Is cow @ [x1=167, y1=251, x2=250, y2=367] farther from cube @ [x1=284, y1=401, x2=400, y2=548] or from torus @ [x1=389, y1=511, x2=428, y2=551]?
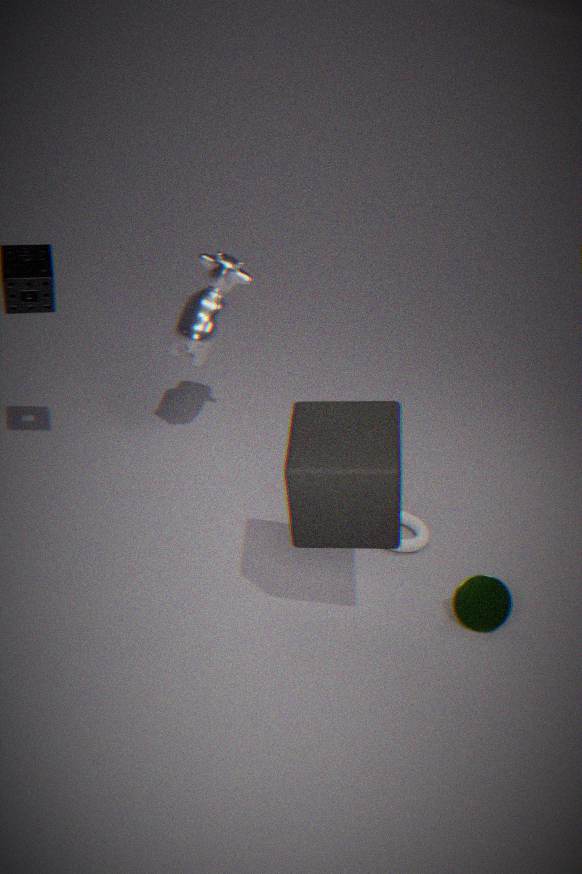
torus @ [x1=389, y1=511, x2=428, y2=551]
